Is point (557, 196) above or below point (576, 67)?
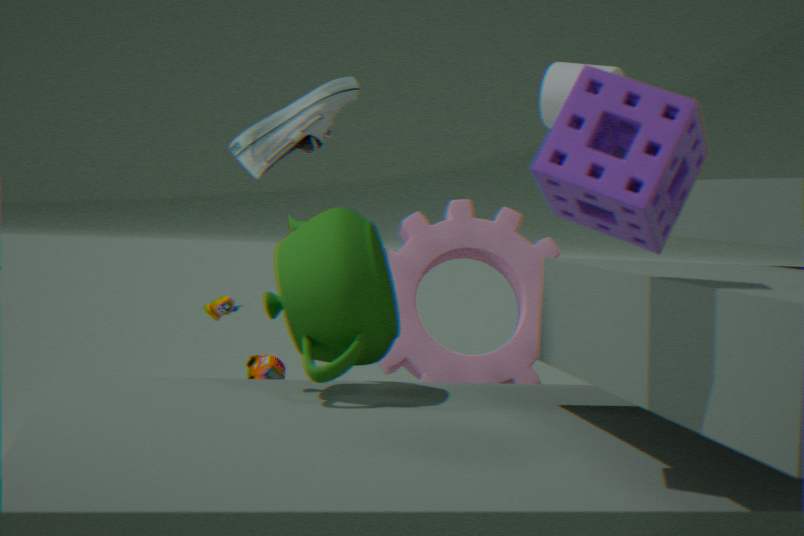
below
